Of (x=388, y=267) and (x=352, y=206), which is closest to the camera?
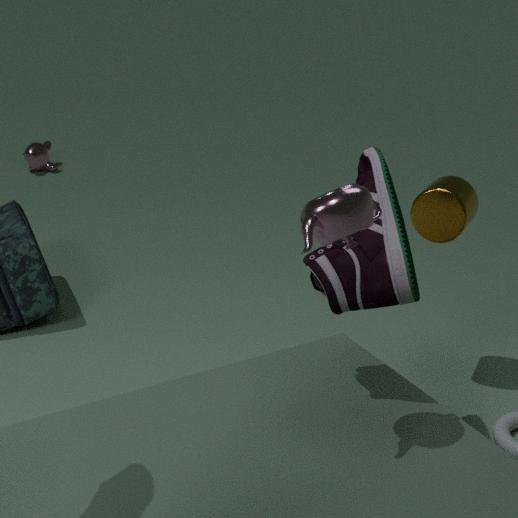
(x=352, y=206)
